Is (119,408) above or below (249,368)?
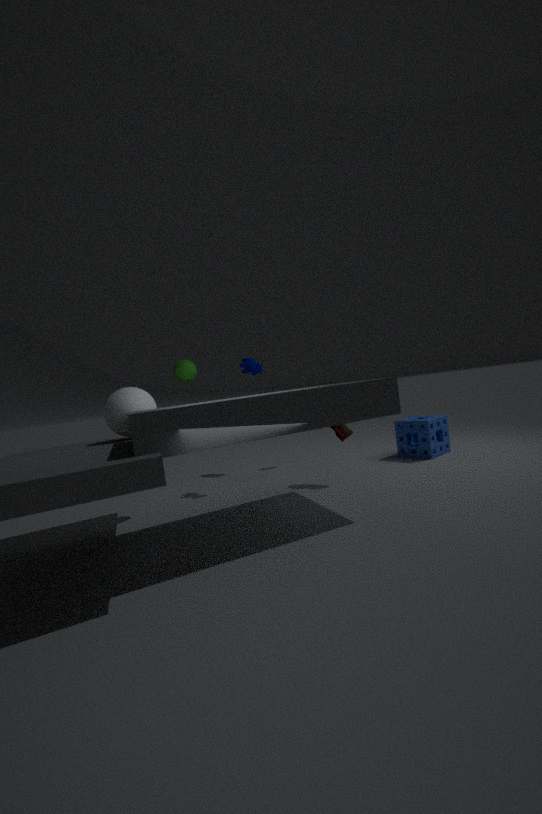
below
